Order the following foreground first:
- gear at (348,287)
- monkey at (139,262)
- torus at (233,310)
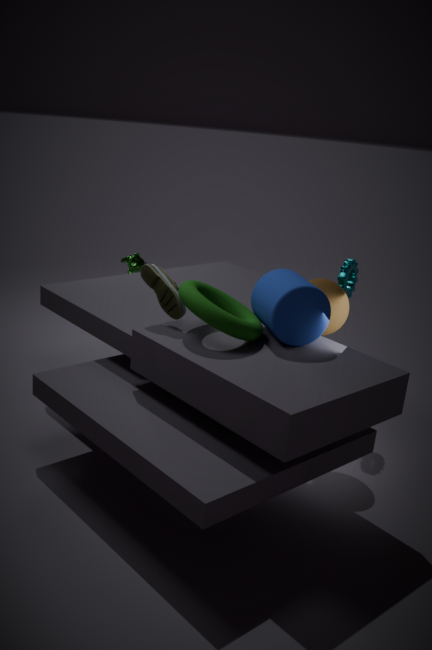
torus at (233,310), gear at (348,287), monkey at (139,262)
